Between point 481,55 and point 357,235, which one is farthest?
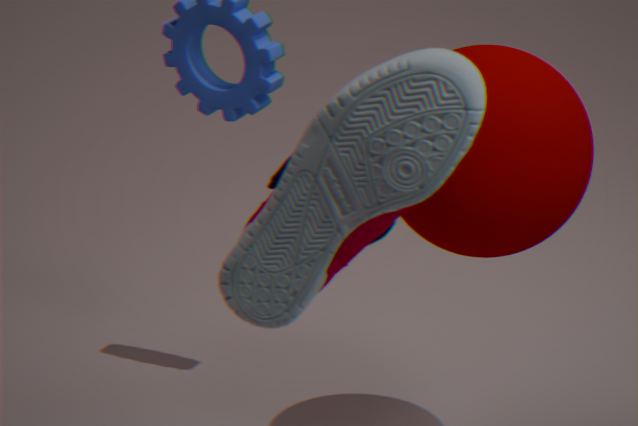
point 481,55
